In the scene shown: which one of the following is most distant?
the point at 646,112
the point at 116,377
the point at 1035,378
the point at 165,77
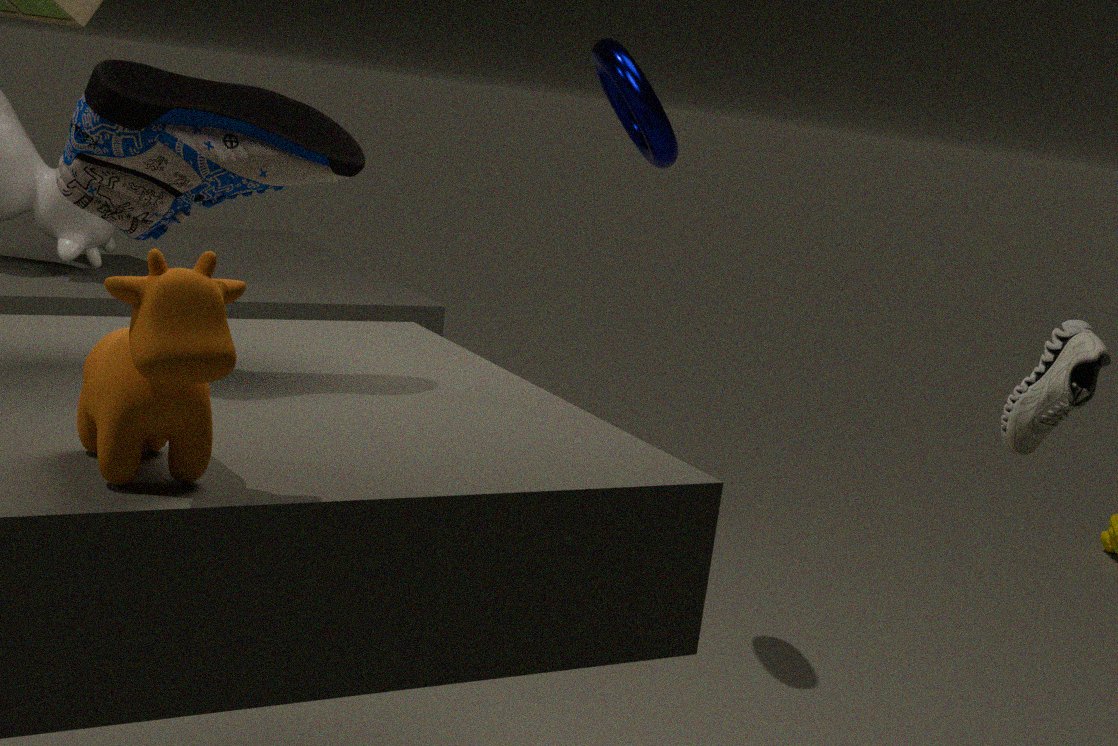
the point at 646,112
